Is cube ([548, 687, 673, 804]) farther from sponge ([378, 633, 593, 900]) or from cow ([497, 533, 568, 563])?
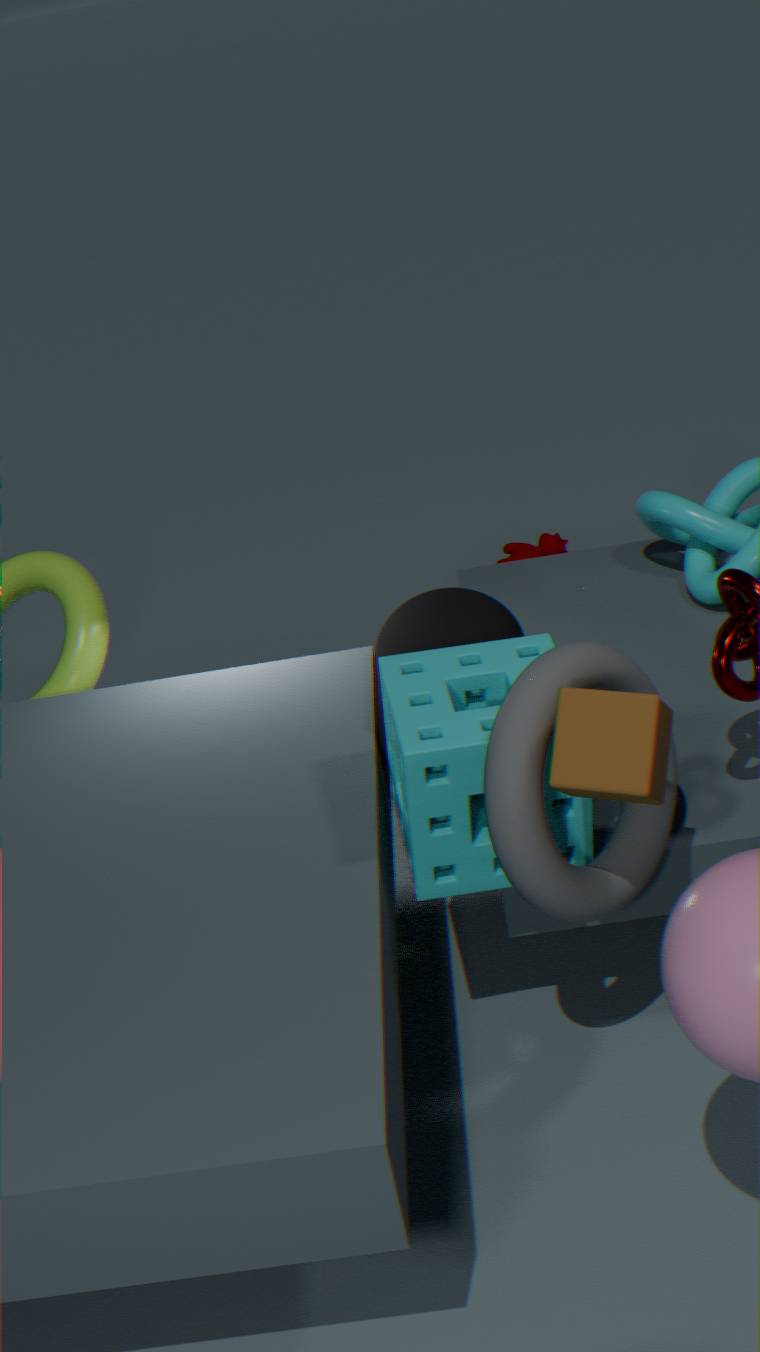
cow ([497, 533, 568, 563])
